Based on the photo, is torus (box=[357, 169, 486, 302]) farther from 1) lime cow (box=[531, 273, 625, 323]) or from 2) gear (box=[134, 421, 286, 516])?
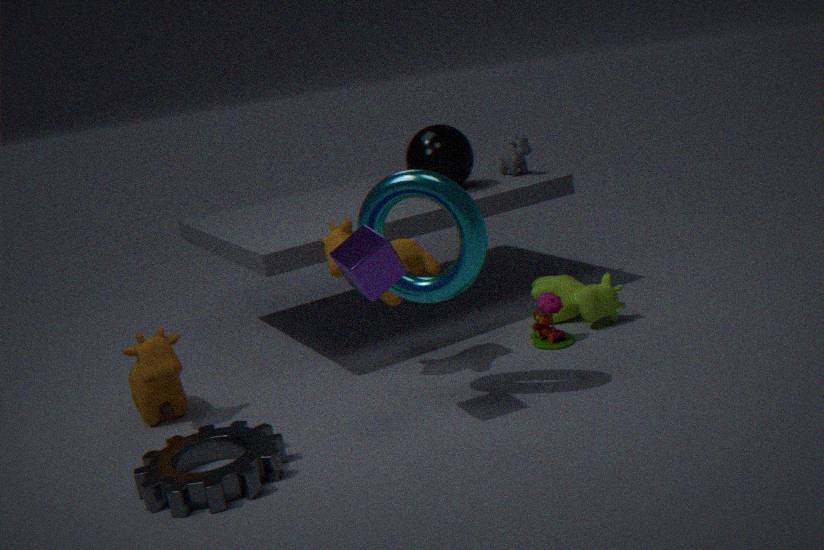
1) lime cow (box=[531, 273, 625, 323])
